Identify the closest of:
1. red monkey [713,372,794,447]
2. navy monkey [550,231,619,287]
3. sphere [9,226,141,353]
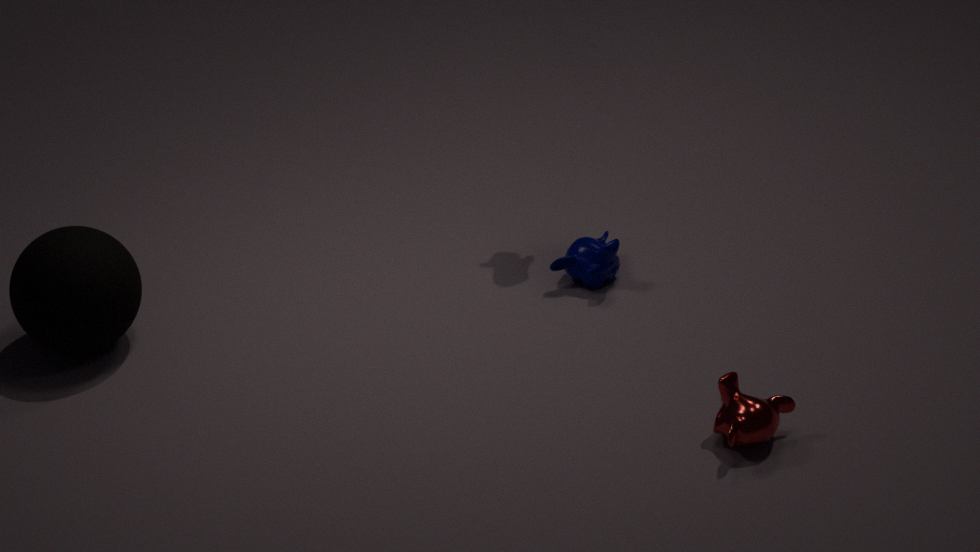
red monkey [713,372,794,447]
